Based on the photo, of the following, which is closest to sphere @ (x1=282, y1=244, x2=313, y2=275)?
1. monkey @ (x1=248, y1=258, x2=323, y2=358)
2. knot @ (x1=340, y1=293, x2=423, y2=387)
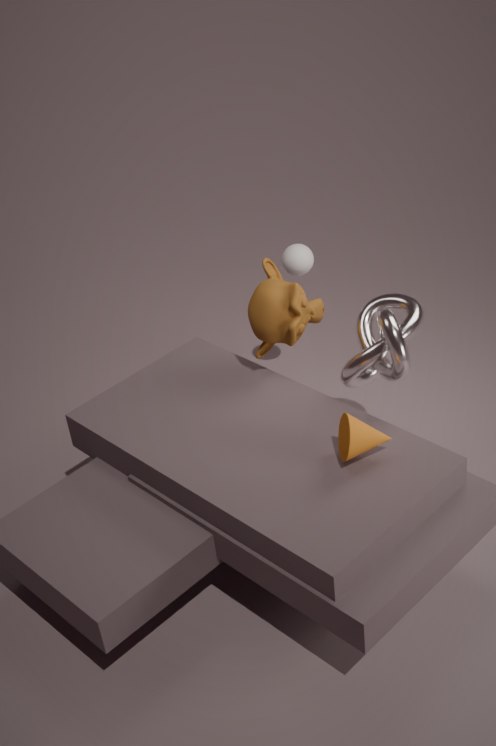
monkey @ (x1=248, y1=258, x2=323, y2=358)
